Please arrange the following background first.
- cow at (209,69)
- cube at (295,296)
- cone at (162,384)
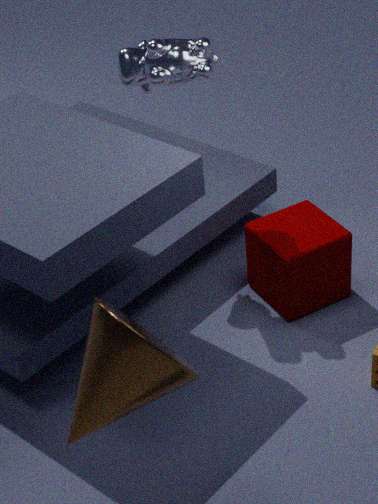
cube at (295,296), cow at (209,69), cone at (162,384)
